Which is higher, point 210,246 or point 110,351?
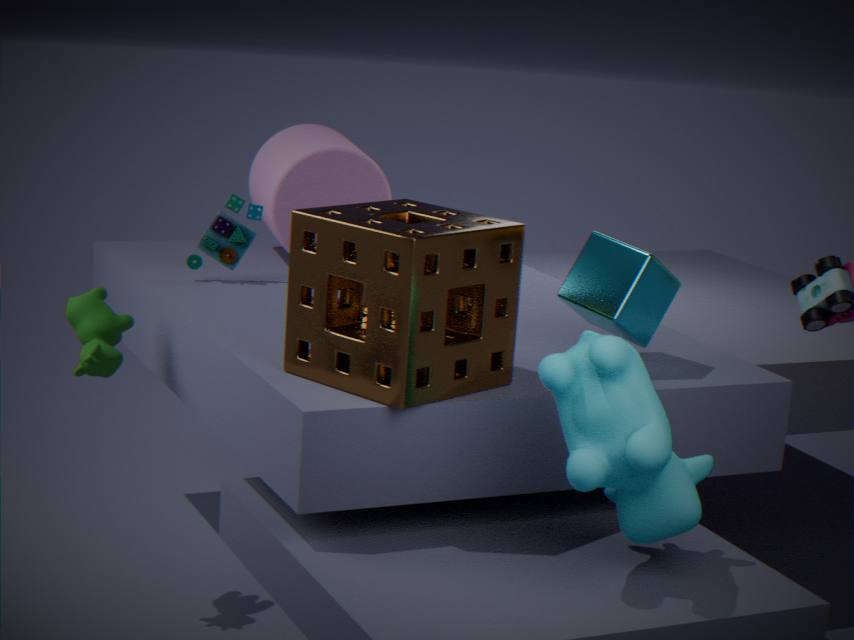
point 210,246
